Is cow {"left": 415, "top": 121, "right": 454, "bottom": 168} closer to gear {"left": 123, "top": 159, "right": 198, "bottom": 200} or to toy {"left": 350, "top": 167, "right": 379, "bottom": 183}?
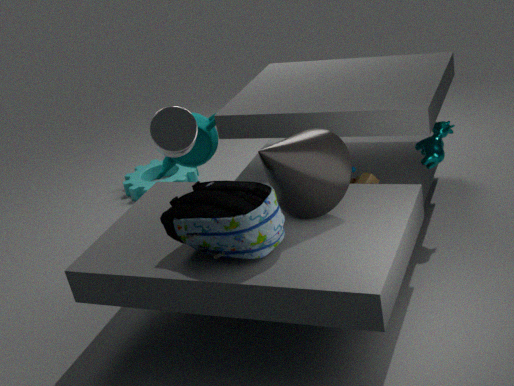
toy {"left": 350, "top": 167, "right": 379, "bottom": 183}
